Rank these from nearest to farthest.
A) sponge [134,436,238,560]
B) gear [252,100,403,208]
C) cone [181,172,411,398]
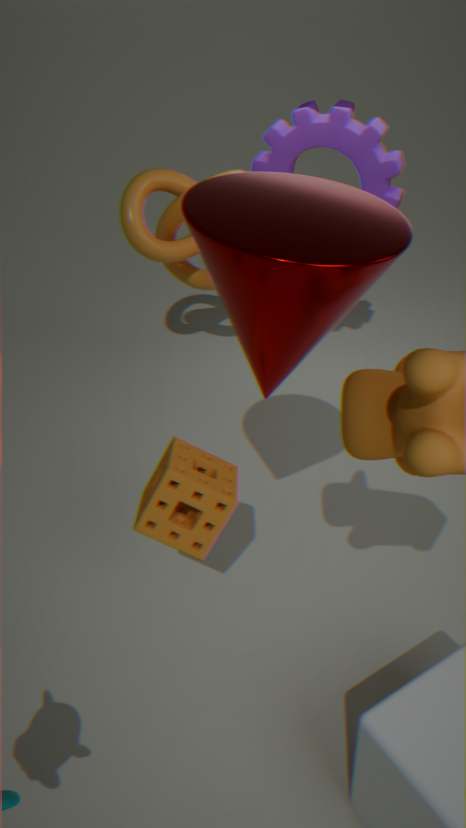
cone [181,172,411,398], sponge [134,436,238,560], gear [252,100,403,208]
